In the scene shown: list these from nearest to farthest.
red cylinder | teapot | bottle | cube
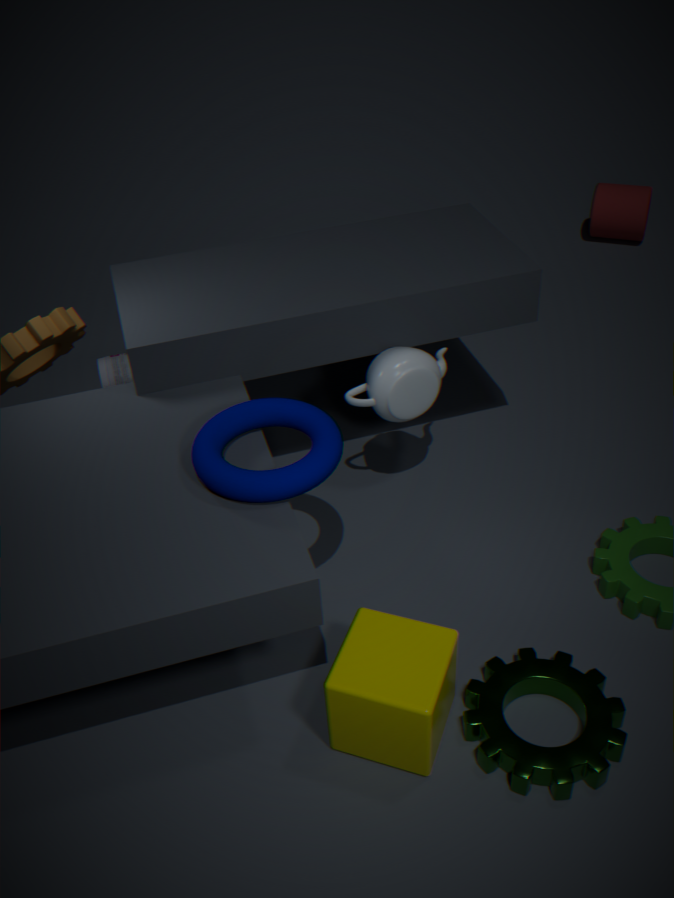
cube → teapot → bottle → red cylinder
